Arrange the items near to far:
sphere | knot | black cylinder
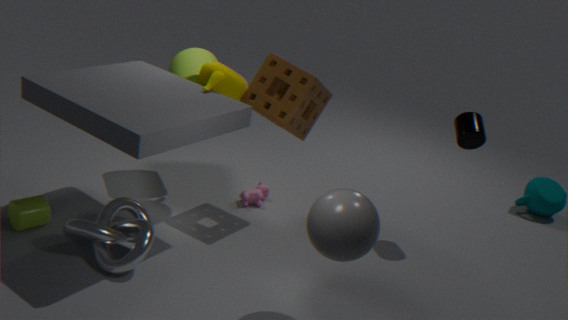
sphere, knot, black cylinder
